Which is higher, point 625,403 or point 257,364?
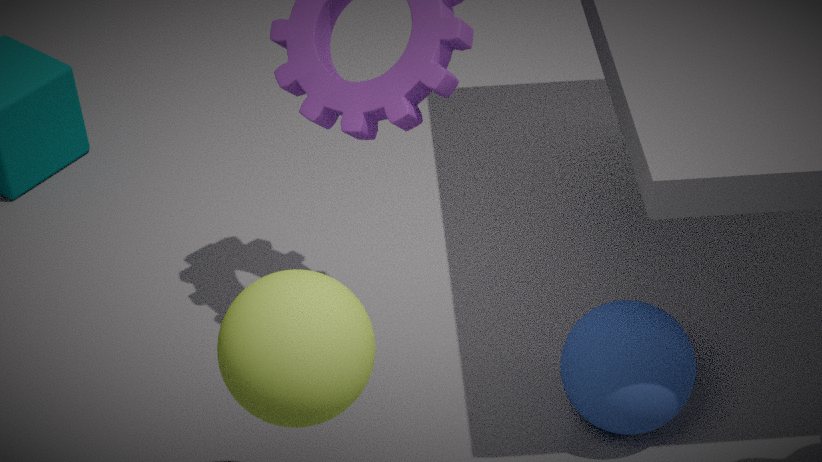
point 257,364
